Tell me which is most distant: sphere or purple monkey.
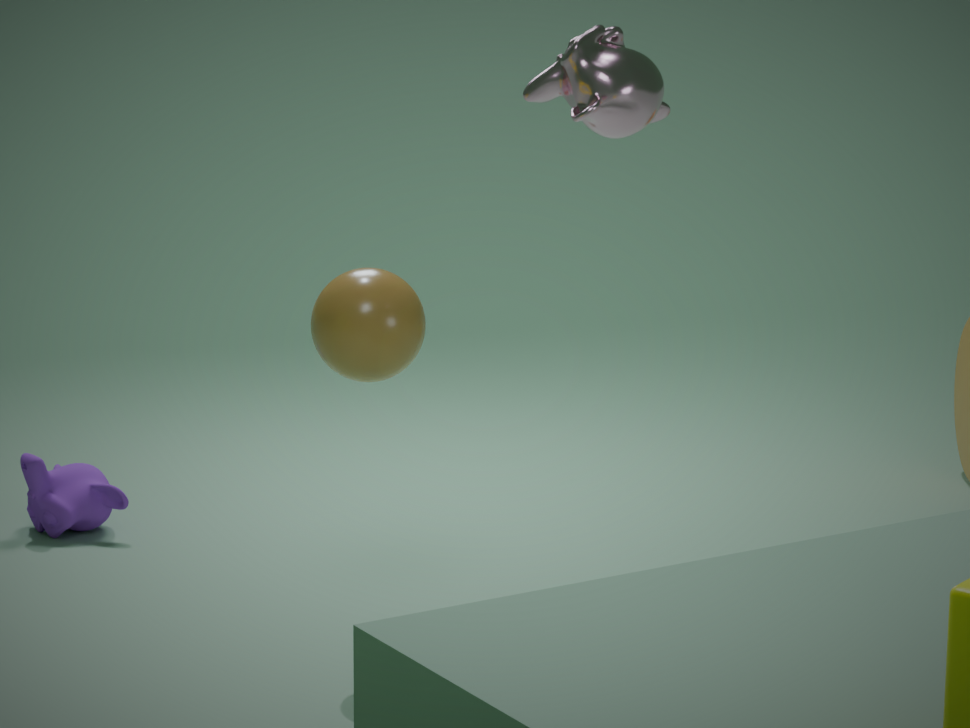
purple monkey
